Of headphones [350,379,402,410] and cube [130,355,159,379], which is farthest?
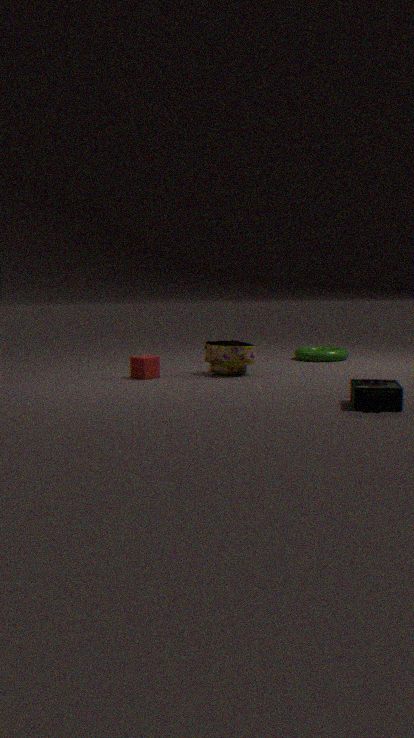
cube [130,355,159,379]
